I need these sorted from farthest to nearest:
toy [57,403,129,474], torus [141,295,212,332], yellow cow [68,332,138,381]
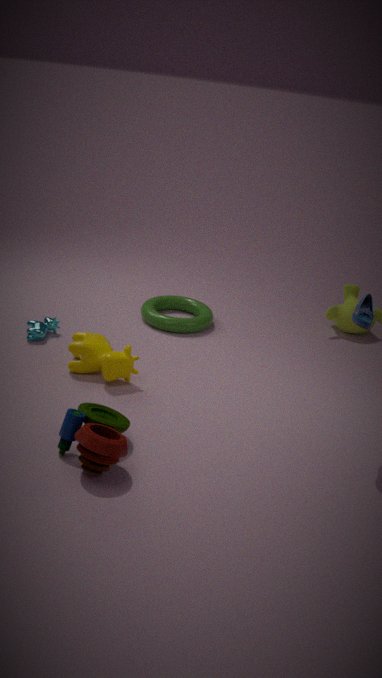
torus [141,295,212,332] → yellow cow [68,332,138,381] → toy [57,403,129,474]
